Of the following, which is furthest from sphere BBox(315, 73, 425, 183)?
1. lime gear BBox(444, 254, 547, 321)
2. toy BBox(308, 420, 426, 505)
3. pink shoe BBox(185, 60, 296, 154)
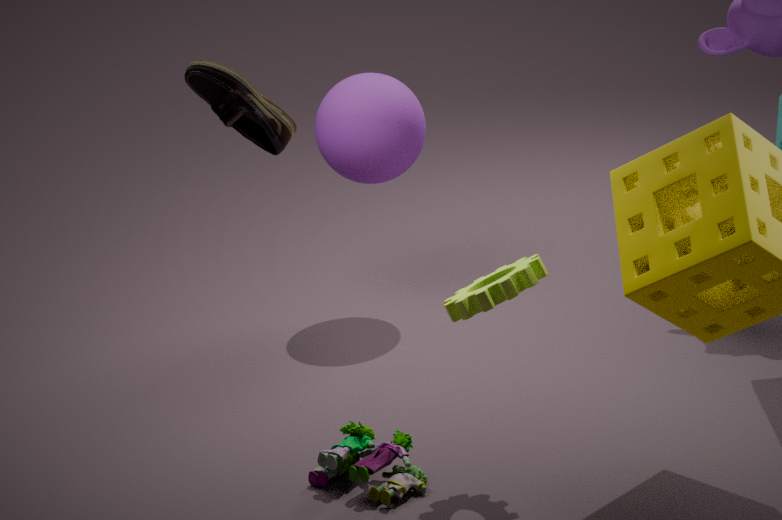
pink shoe BBox(185, 60, 296, 154)
